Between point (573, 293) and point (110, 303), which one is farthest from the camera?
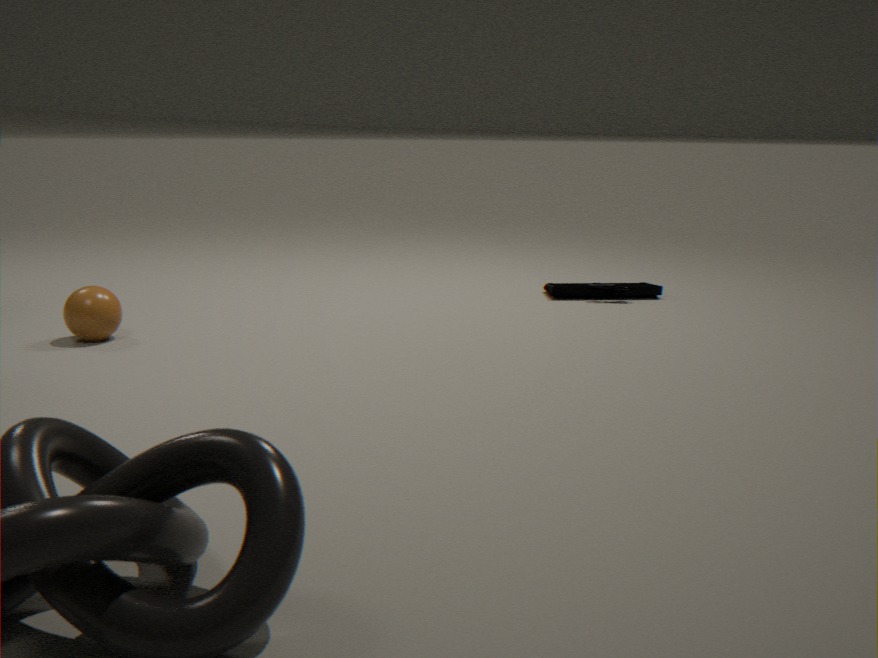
point (573, 293)
